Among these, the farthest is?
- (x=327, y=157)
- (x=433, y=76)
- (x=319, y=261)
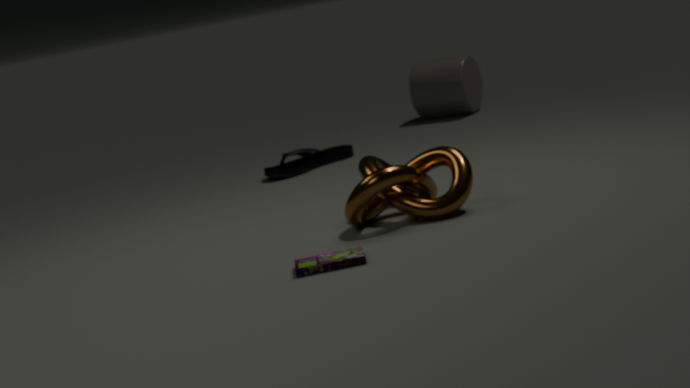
(x=433, y=76)
